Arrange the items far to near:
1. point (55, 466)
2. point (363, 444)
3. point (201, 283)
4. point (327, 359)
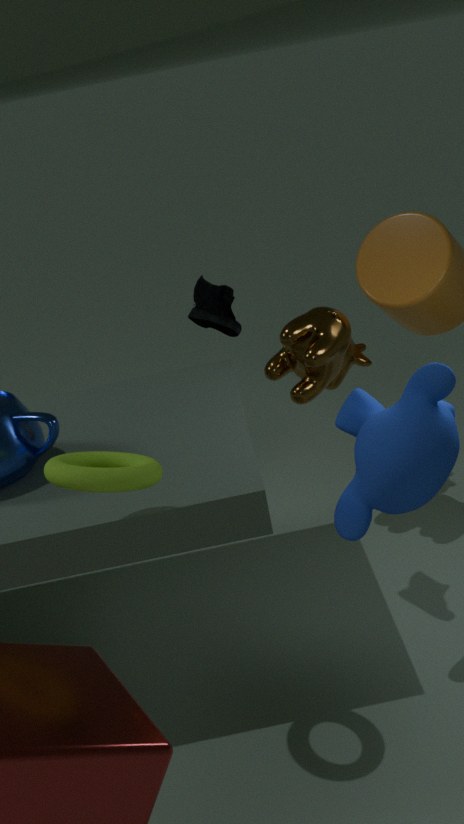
1. point (327, 359)
2. point (201, 283)
3. point (363, 444)
4. point (55, 466)
